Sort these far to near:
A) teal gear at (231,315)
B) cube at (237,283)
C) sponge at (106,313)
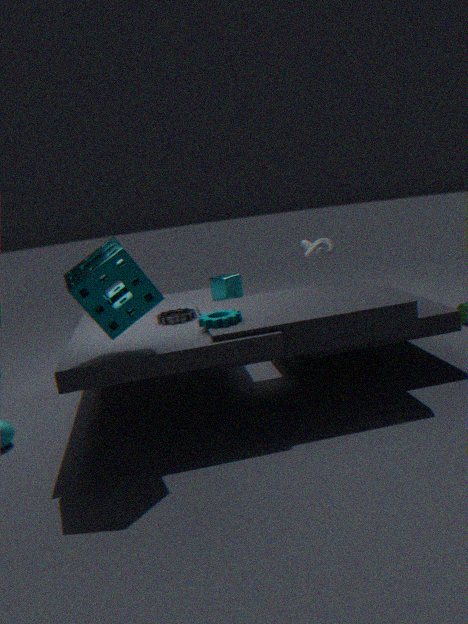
cube at (237,283) → teal gear at (231,315) → sponge at (106,313)
